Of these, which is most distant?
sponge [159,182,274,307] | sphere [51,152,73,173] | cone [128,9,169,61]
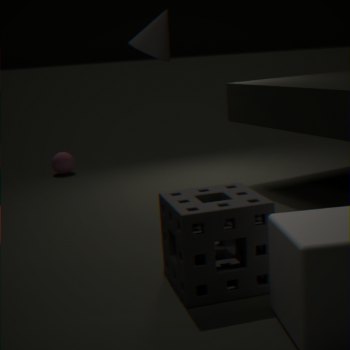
sphere [51,152,73,173]
